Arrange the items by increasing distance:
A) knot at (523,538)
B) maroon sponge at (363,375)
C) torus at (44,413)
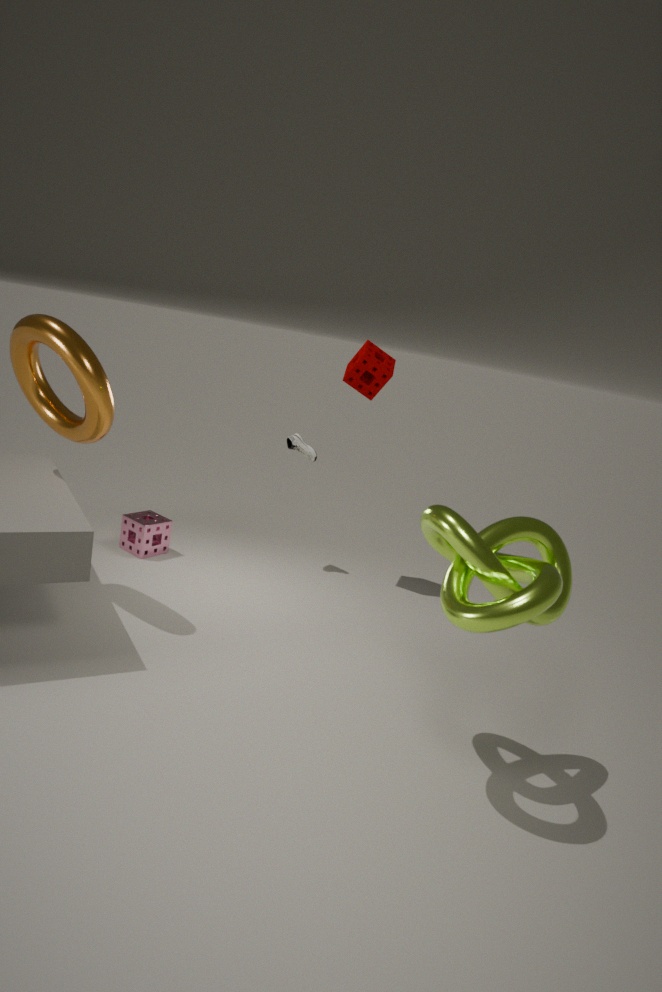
knot at (523,538)
torus at (44,413)
maroon sponge at (363,375)
